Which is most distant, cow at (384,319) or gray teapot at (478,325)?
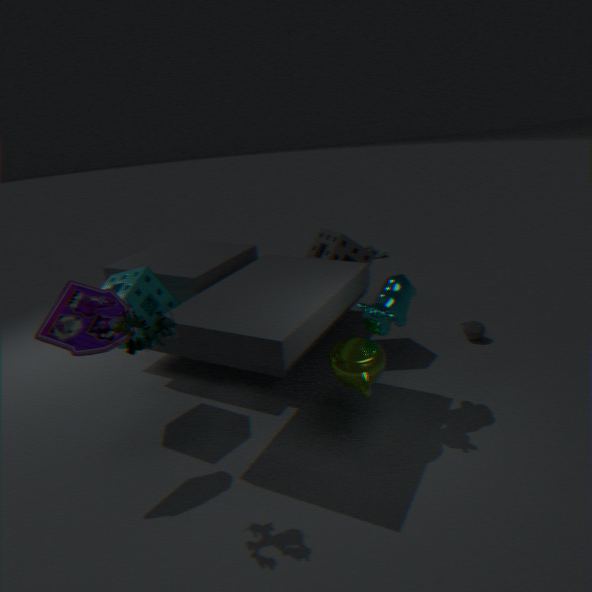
gray teapot at (478,325)
